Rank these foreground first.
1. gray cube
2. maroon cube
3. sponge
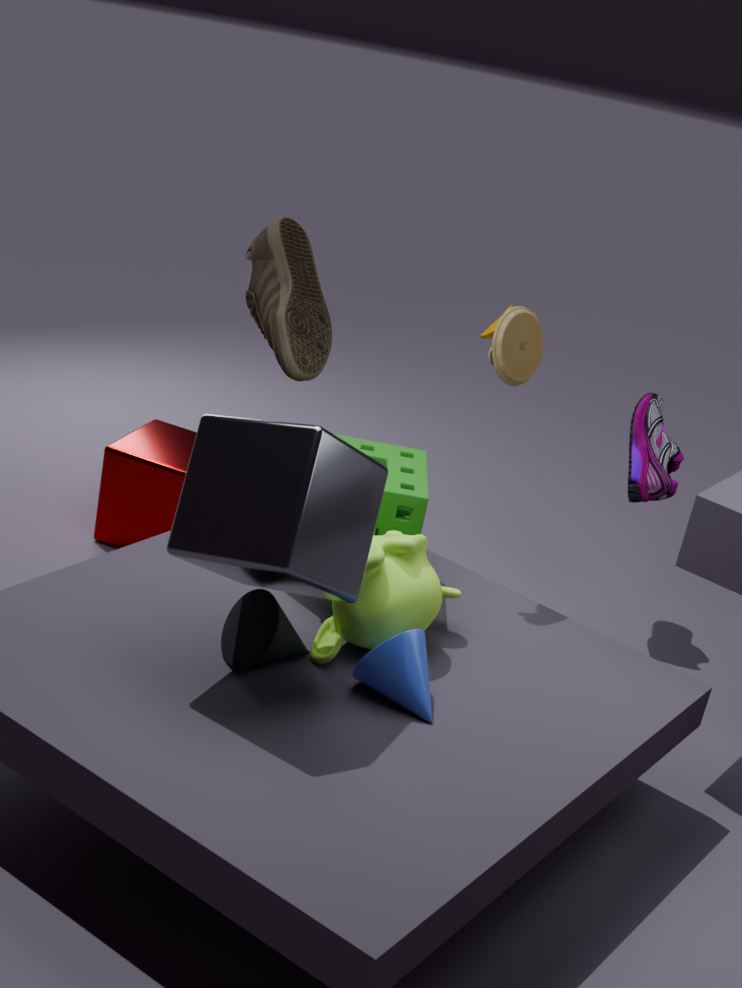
gray cube
sponge
maroon cube
